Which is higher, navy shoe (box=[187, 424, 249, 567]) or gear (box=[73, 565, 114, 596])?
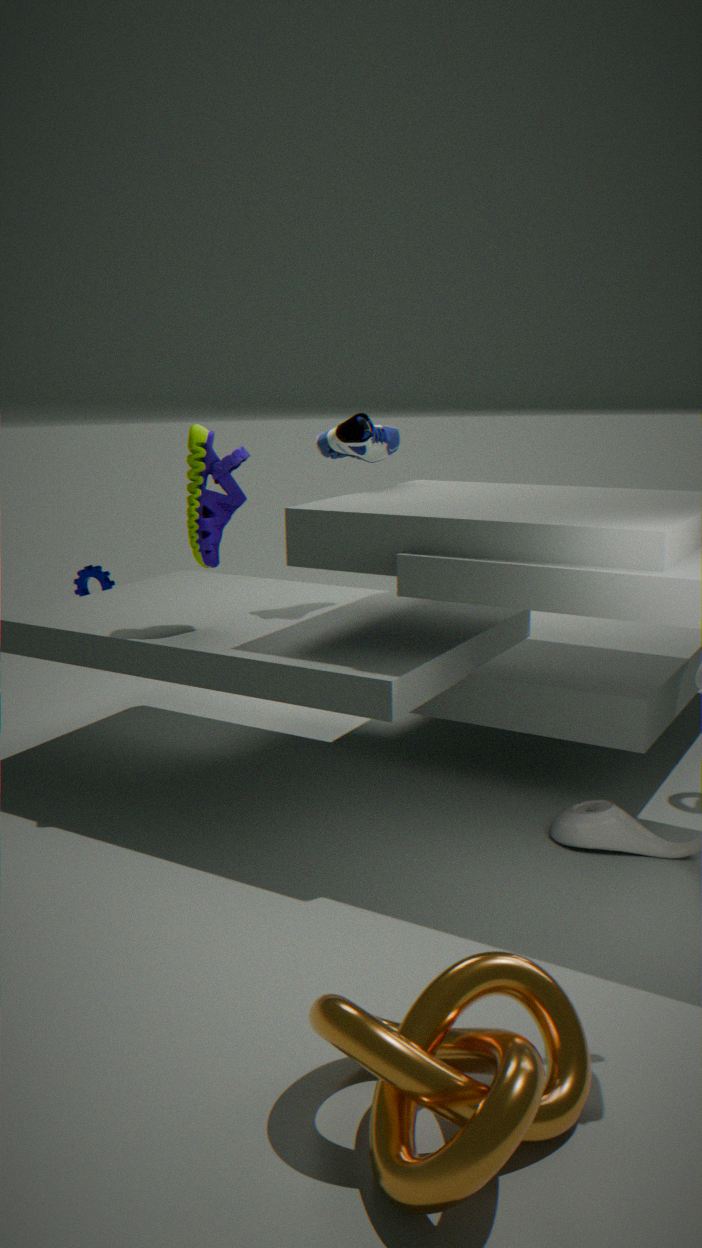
navy shoe (box=[187, 424, 249, 567])
